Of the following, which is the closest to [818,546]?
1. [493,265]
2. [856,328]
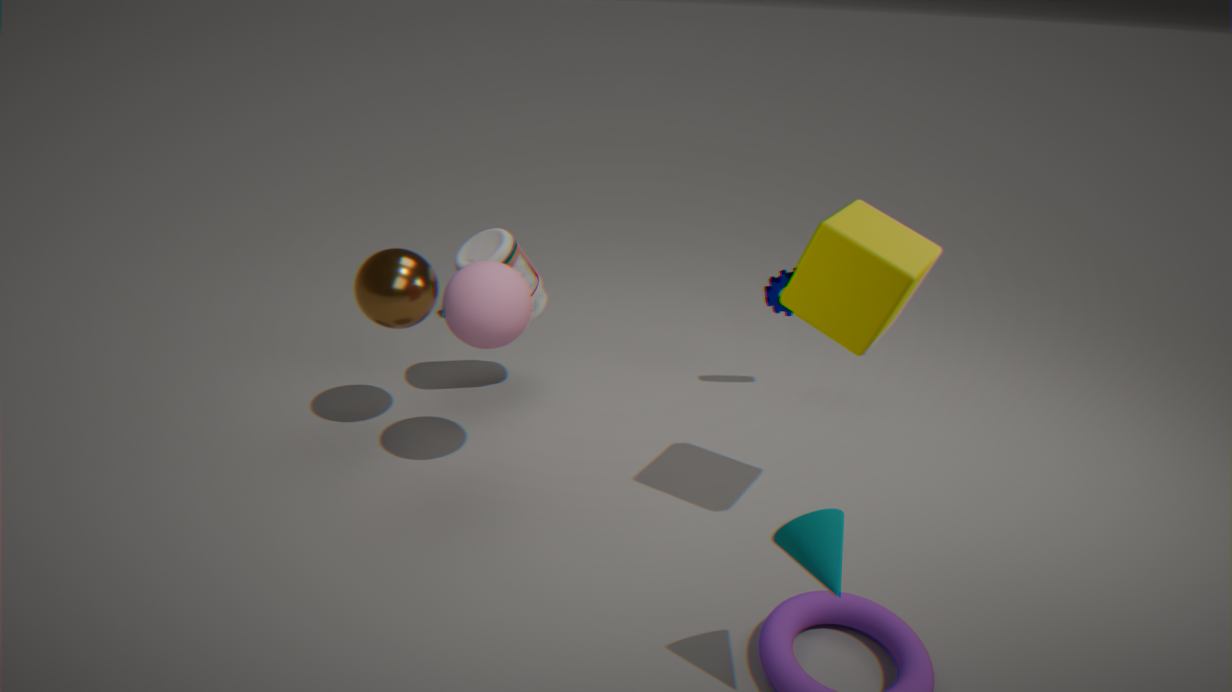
[856,328]
